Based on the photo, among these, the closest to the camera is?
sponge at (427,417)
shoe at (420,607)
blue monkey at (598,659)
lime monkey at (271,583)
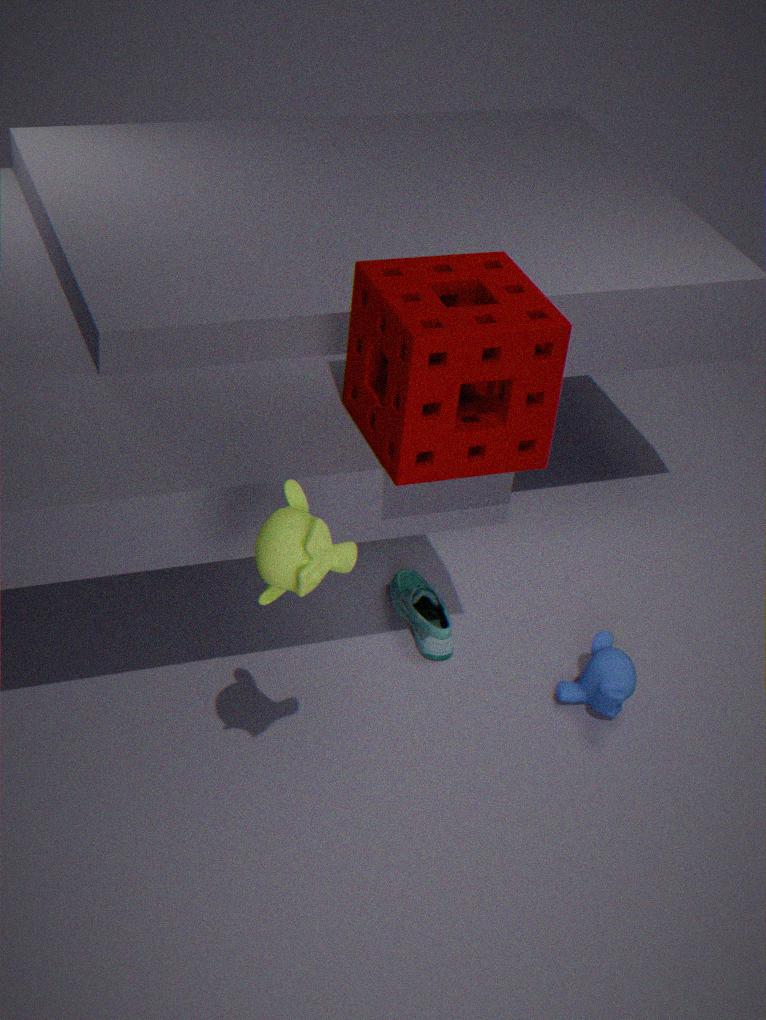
lime monkey at (271,583)
